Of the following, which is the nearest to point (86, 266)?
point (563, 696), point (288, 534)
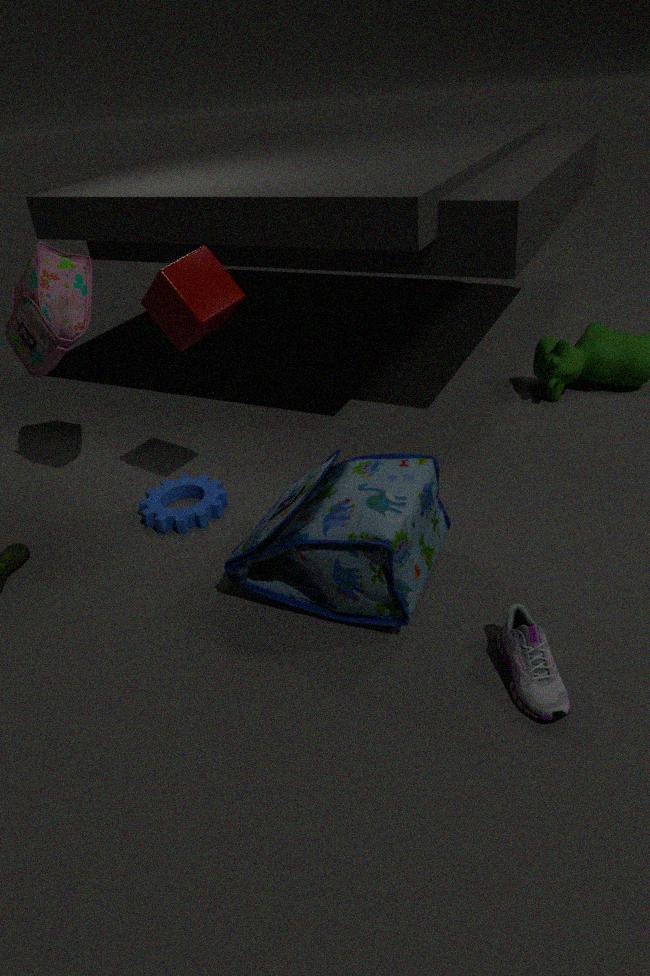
point (288, 534)
